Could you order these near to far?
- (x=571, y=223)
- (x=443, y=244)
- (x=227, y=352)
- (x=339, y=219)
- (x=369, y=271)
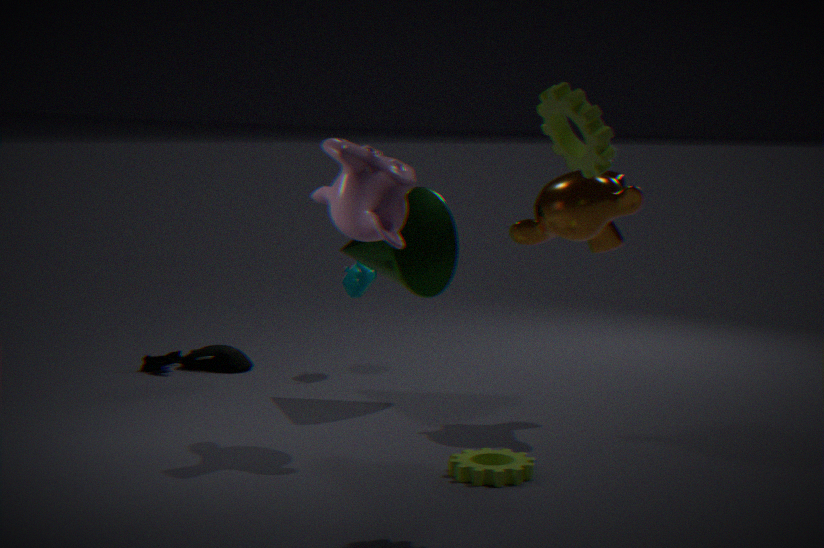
1. (x=339, y=219)
2. (x=571, y=223)
3. (x=443, y=244)
4. (x=369, y=271)
5. (x=227, y=352)
